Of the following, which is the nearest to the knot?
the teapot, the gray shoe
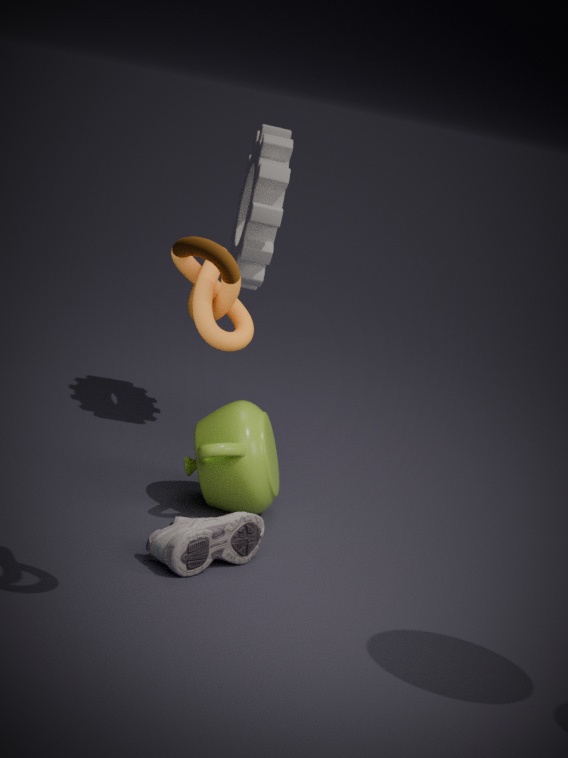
the gray shoe
